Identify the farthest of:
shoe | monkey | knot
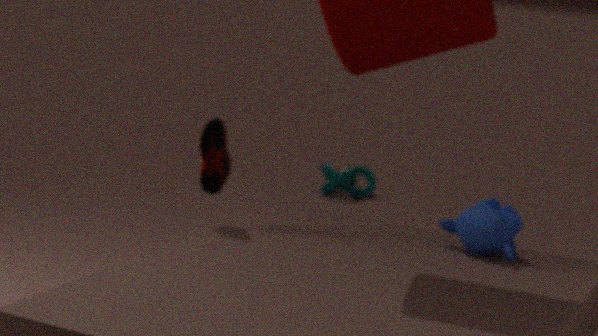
knot
